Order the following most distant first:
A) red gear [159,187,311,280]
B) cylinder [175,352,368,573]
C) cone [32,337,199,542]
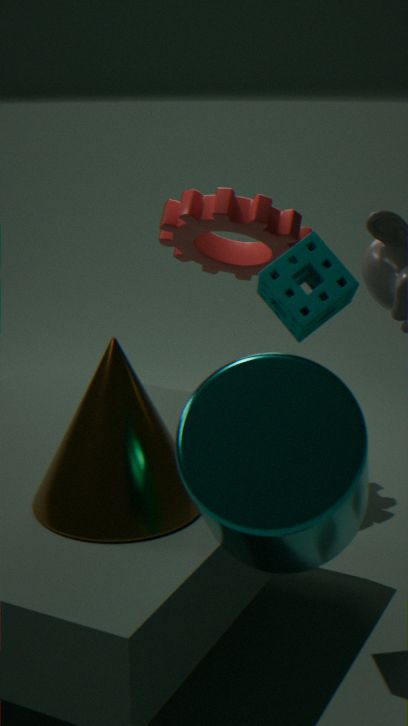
red gear [159,187,311,280] < cone [32,337,199,542] < cylinder [175,352,368,573]
